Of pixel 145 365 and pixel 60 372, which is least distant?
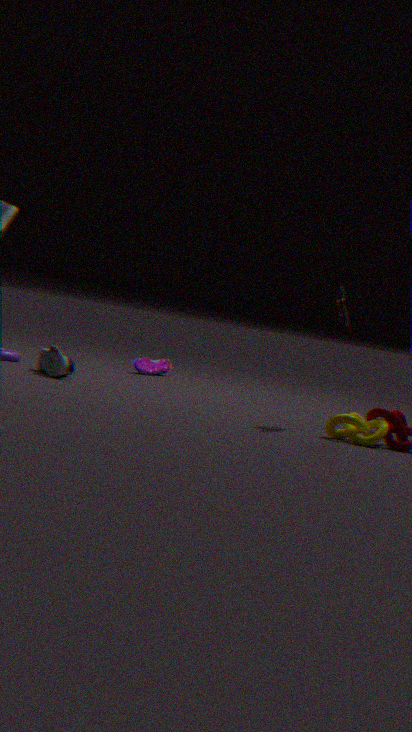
pixel 60 372
